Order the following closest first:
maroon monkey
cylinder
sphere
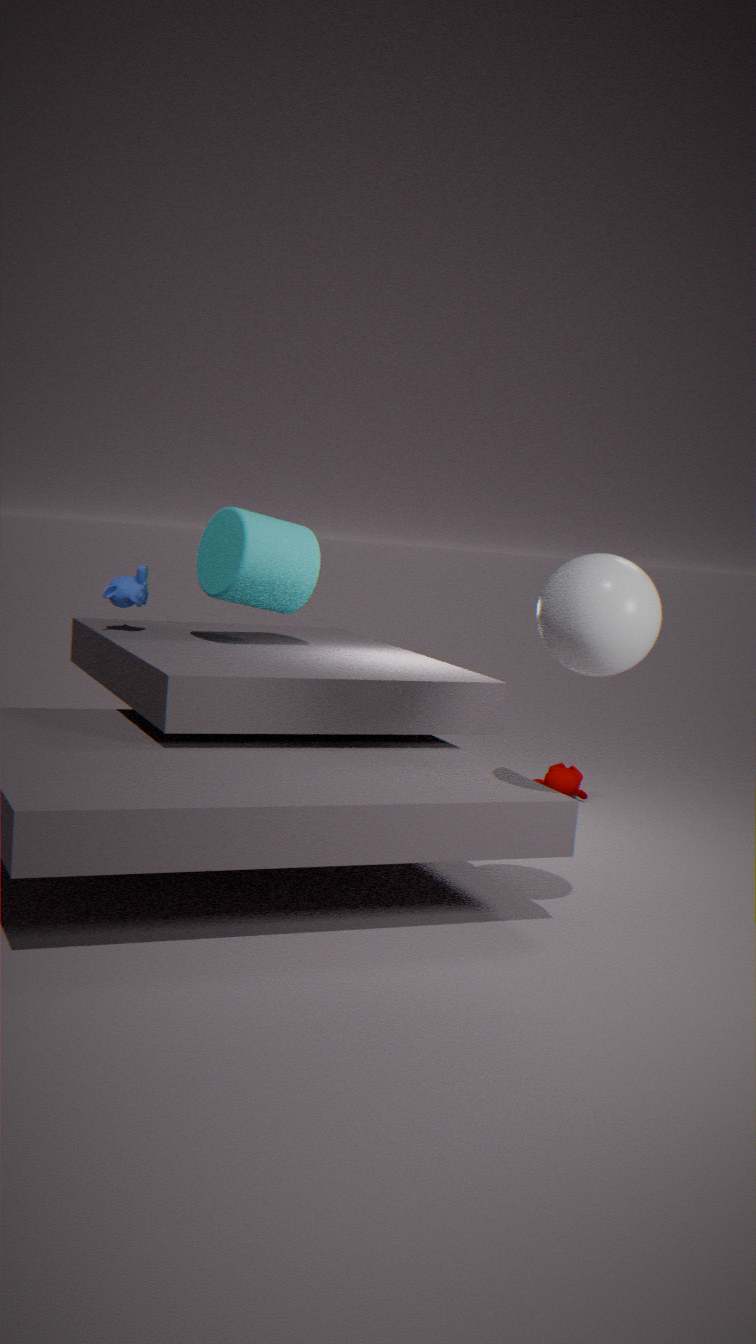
sphere → cylinder → maroon monkey
